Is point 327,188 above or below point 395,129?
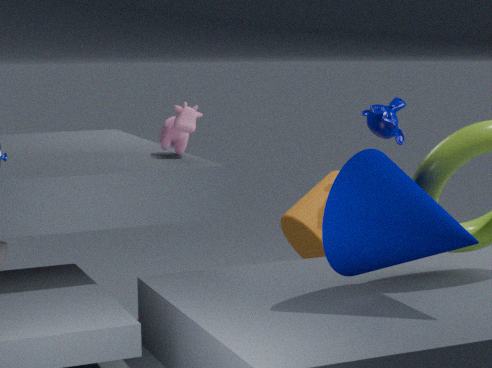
below
